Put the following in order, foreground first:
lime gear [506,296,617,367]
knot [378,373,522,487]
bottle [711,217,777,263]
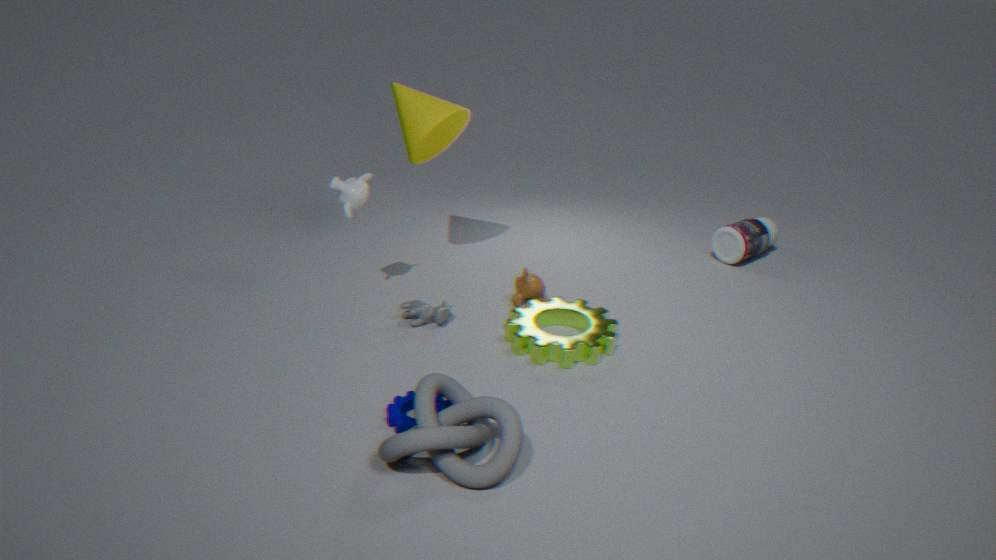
knot [378,373,522,487] < lime gear [506,296,617,367] < bottle [711,217,777,263]
